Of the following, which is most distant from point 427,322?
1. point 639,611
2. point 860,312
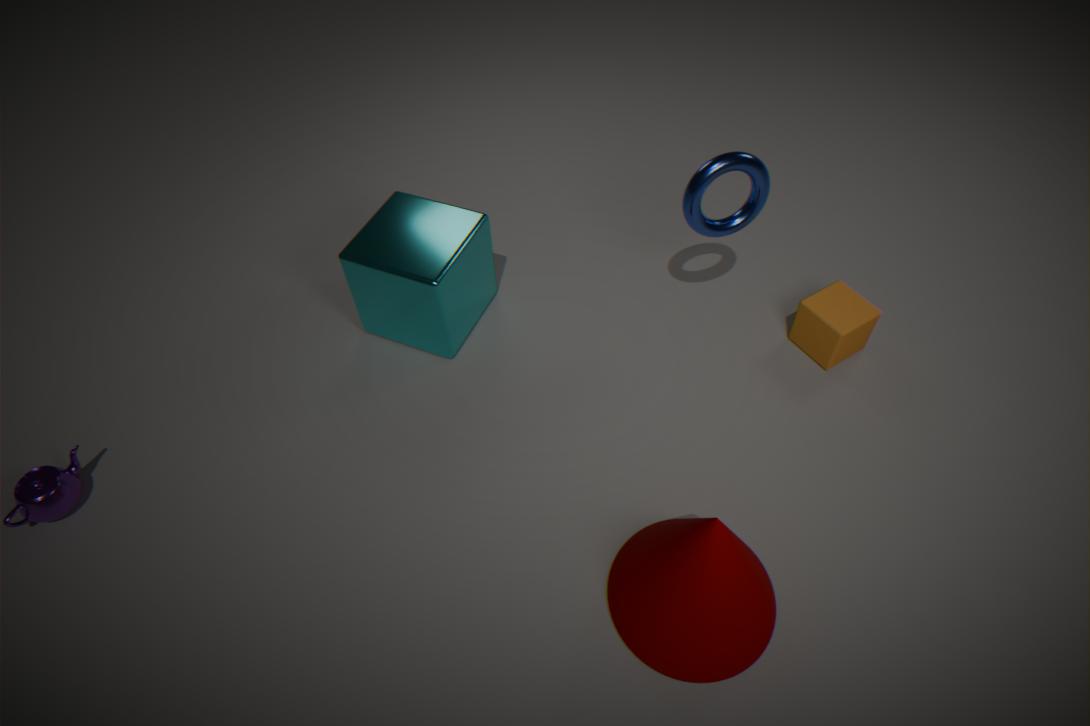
point 860,312
